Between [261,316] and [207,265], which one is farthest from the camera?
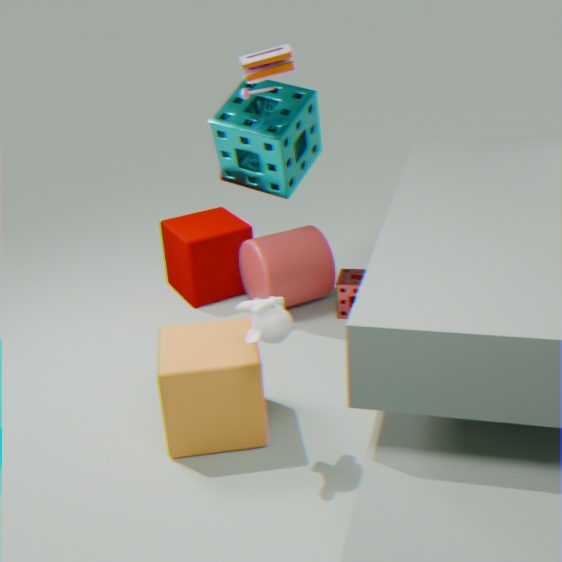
[207,265]
